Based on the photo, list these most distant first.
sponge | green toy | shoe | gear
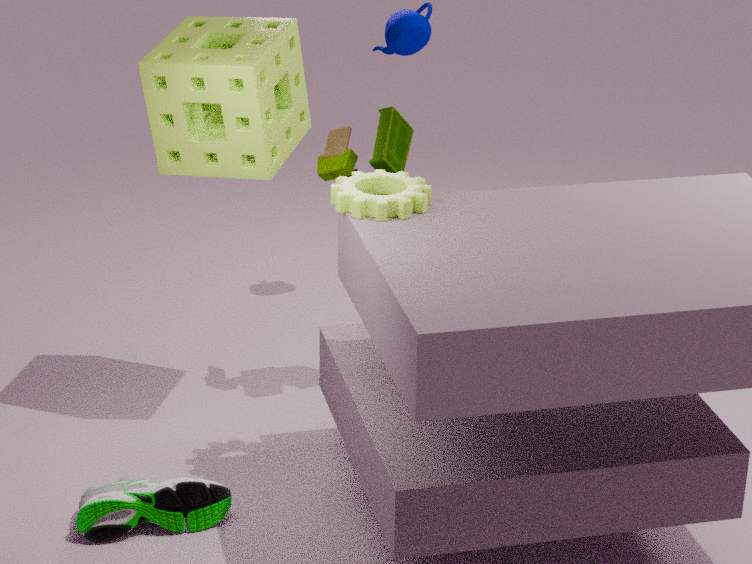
green toy < sponge < shoe < gear
